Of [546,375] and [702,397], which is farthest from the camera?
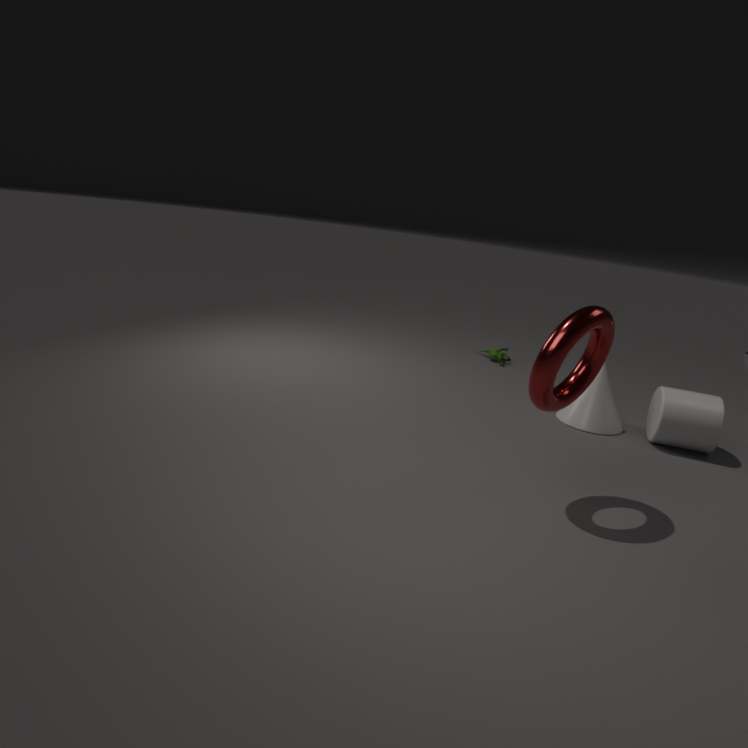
[702,397]
